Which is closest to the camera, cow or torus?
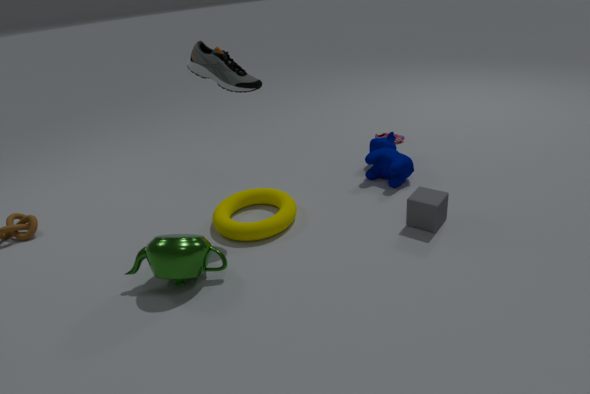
torus
